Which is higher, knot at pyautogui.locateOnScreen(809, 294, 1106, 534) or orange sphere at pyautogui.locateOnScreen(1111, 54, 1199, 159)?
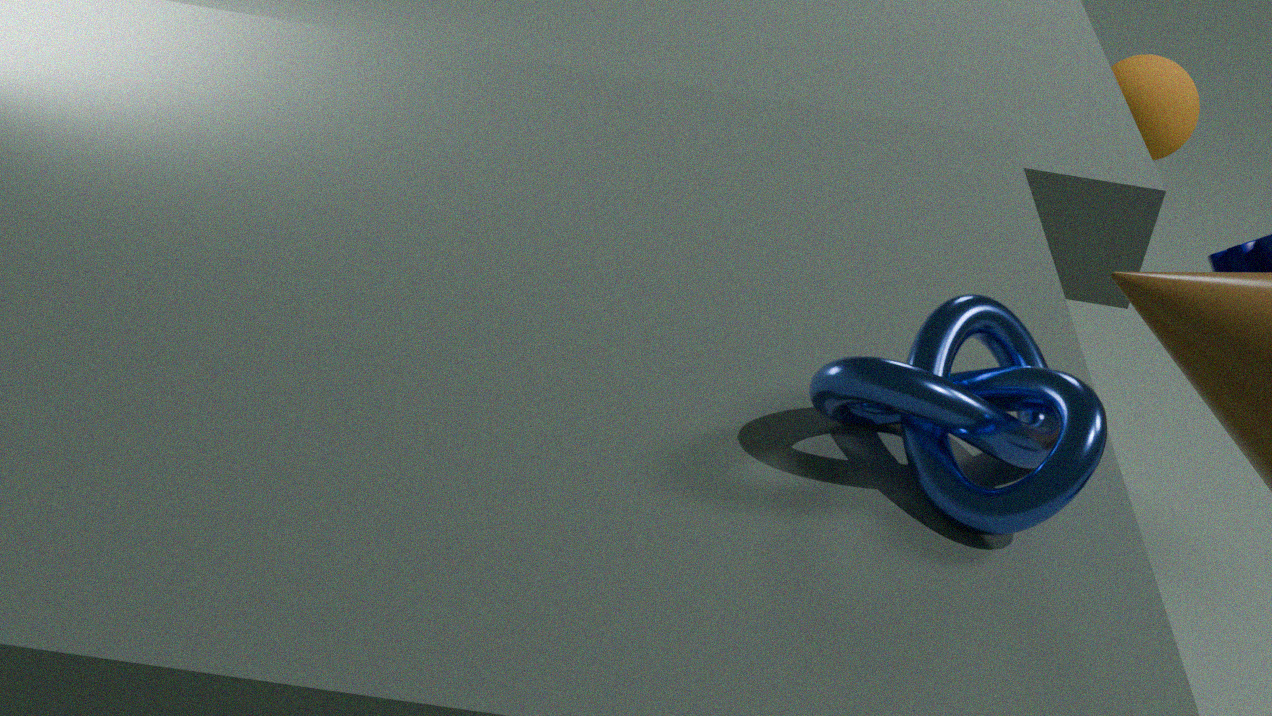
knot at pyautogui.locateOnScreen(809, 294, 1106, 534)
